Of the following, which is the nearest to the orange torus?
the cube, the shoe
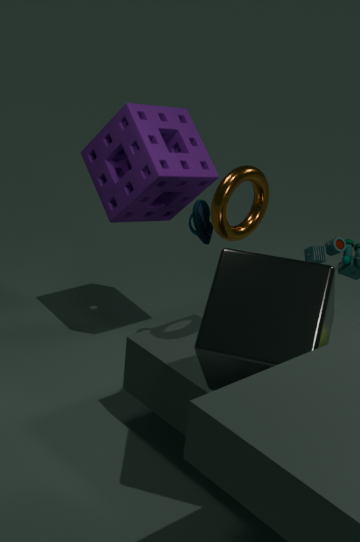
the cube
